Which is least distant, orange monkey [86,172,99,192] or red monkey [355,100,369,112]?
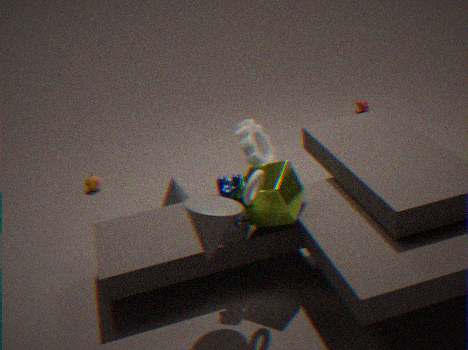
orange monkey [86,172,99,192]
